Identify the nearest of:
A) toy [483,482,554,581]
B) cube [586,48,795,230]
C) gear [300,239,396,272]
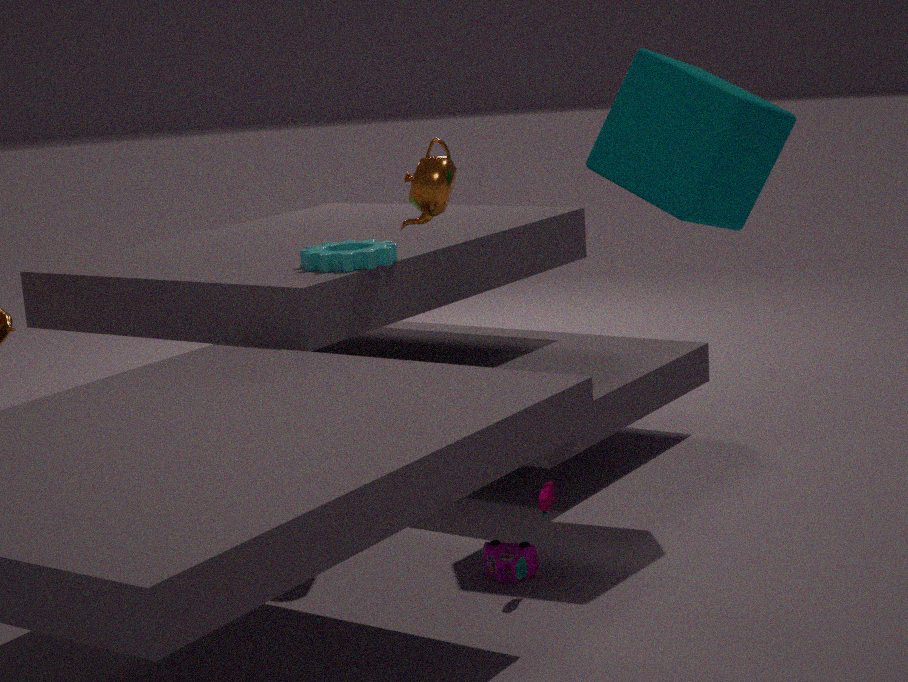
toy [483,482,554,581]
